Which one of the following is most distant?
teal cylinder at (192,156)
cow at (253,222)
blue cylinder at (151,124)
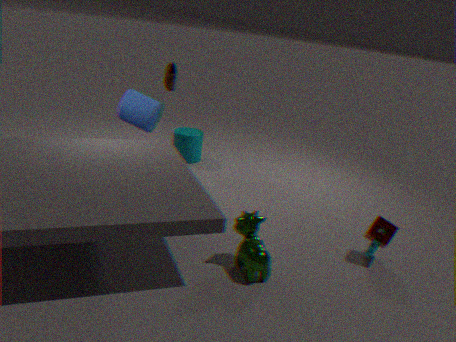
teal cylinder at (192,156)
